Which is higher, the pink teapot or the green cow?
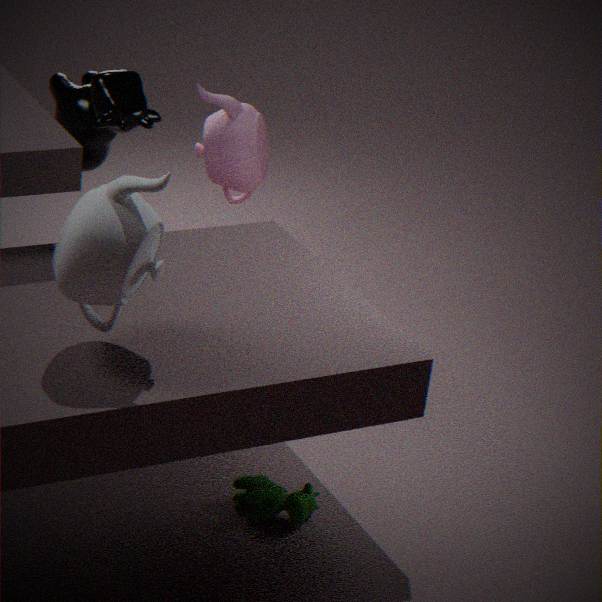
the pink teapot
